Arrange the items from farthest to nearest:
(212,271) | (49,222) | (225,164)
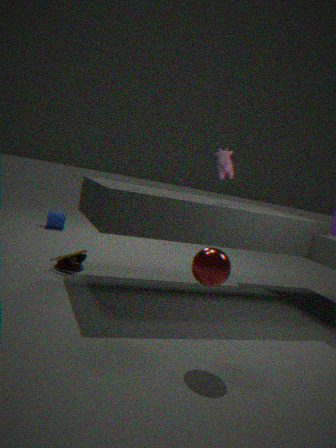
(49,222) → (225,164) → (212,271)
